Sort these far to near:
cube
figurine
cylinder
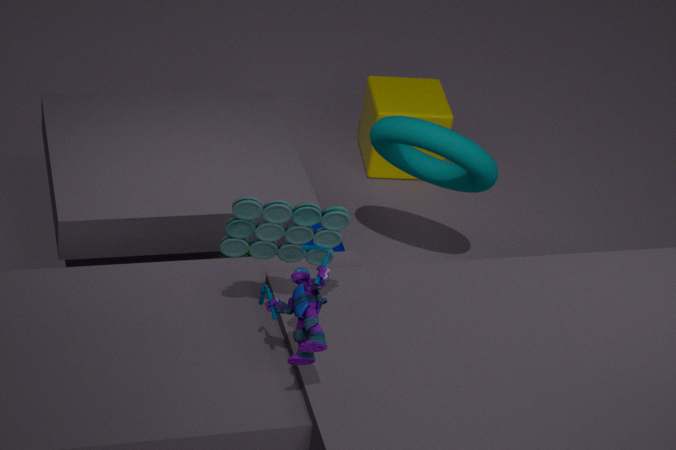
cube
cylinder
figurine
